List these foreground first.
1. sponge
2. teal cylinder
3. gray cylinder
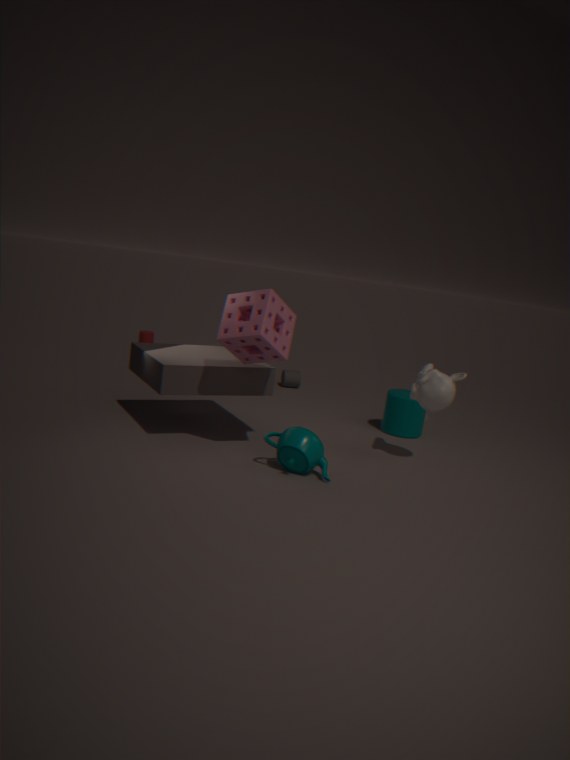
sponge, teal cylinder, gray cylinder
